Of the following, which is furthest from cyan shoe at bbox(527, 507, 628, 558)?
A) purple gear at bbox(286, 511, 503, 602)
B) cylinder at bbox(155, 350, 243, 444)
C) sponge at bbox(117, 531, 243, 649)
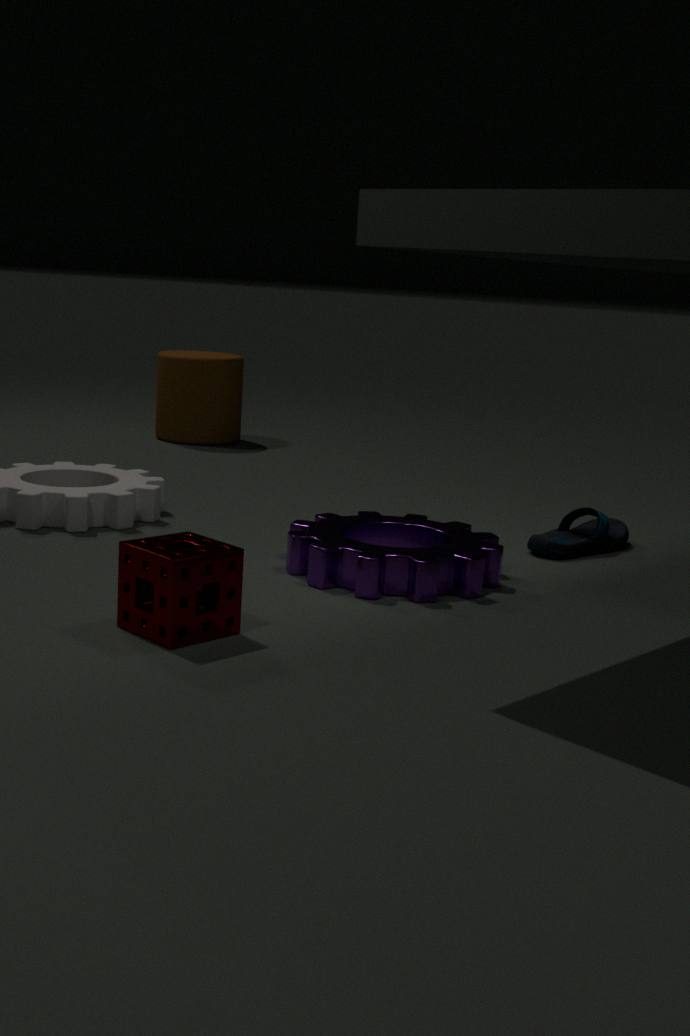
cylinder at bbox(155, 350, 243, 444)
